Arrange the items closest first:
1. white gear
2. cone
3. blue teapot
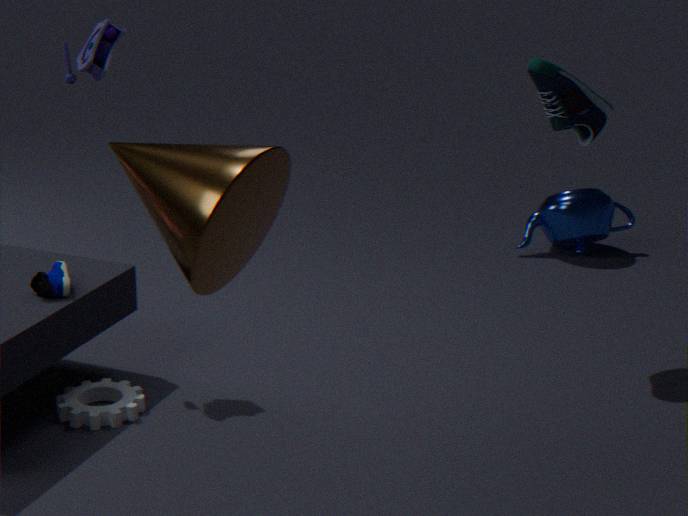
cone
white gear
blue teapot
